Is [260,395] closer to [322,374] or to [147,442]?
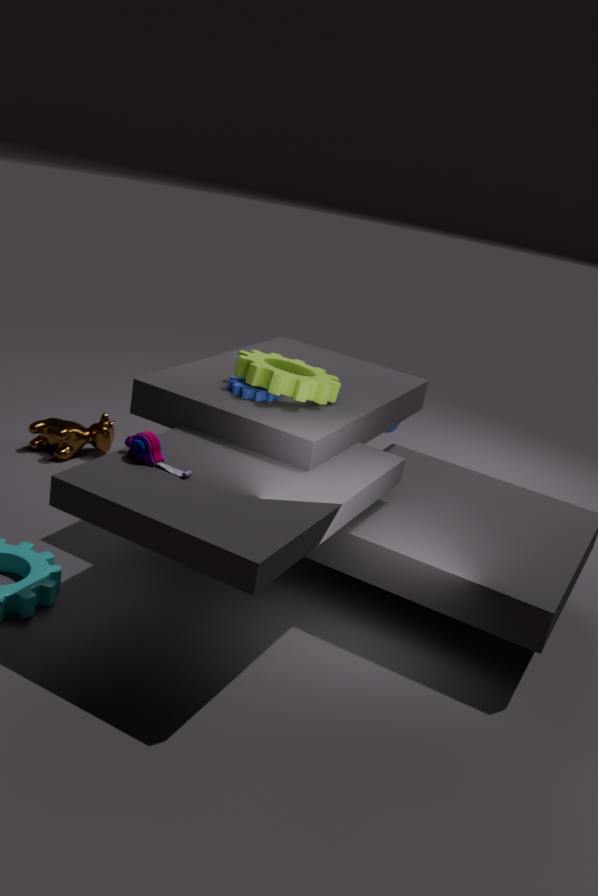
[322,374]
